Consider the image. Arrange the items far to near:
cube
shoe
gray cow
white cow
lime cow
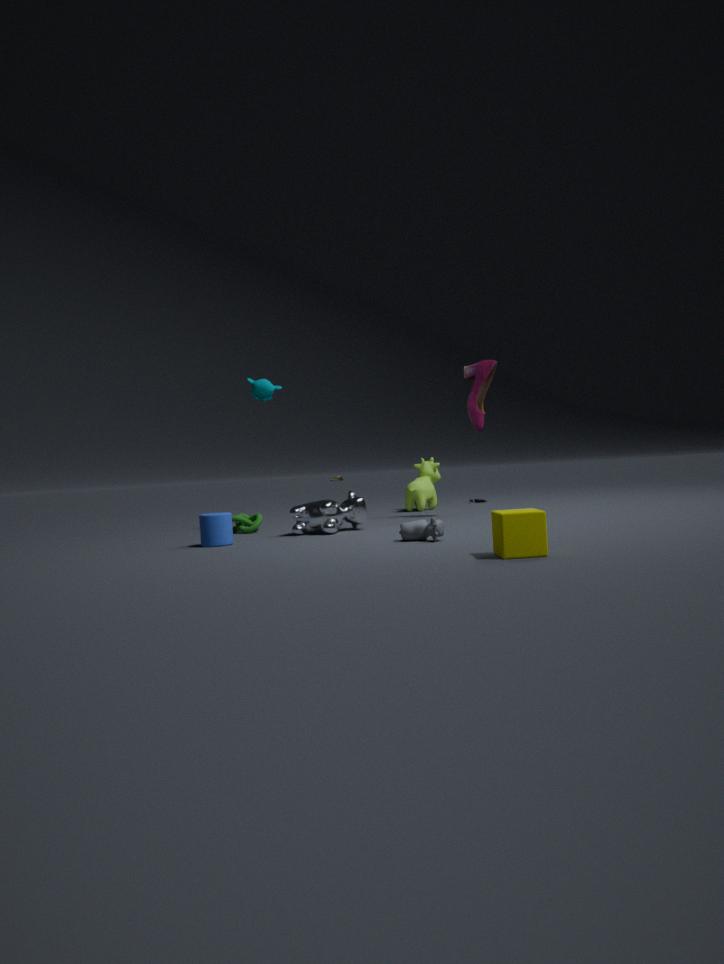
lime cow
shoe
white cow
gray cow
cube
